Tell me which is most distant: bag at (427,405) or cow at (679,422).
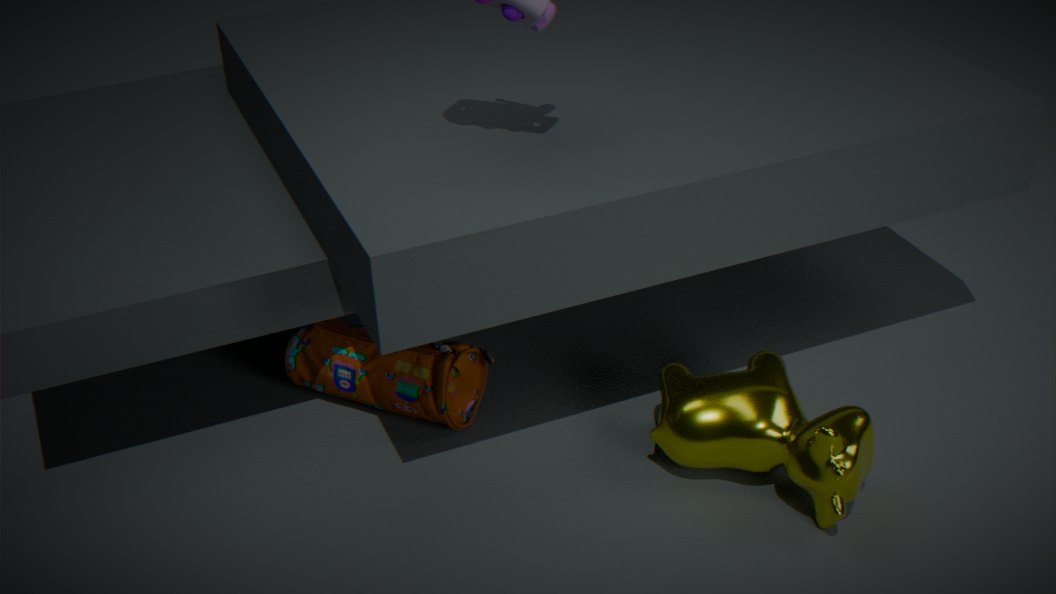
bag at (427,405)
